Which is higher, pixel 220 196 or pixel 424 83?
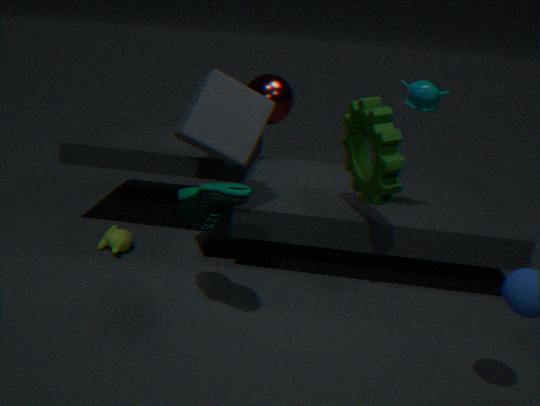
pixel 424 83
